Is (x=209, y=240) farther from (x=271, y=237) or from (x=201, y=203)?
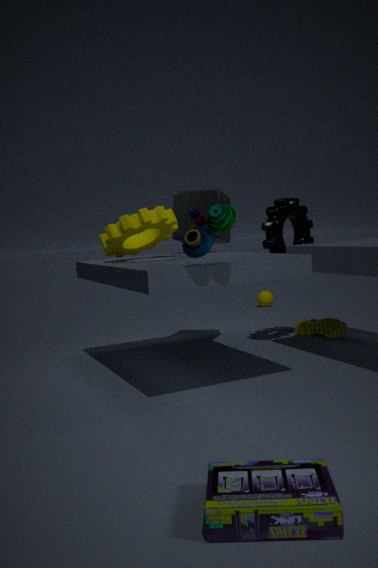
(x=271, y=237)
